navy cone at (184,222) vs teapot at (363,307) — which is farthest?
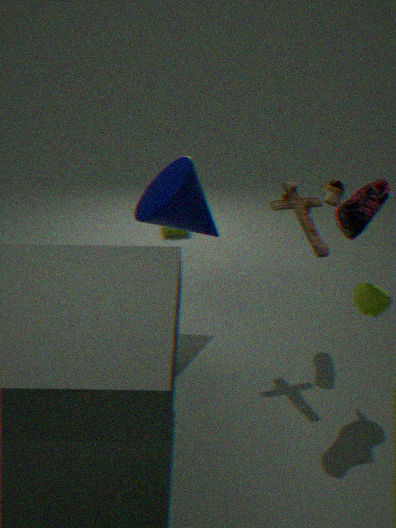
navy cone at (184,222)
